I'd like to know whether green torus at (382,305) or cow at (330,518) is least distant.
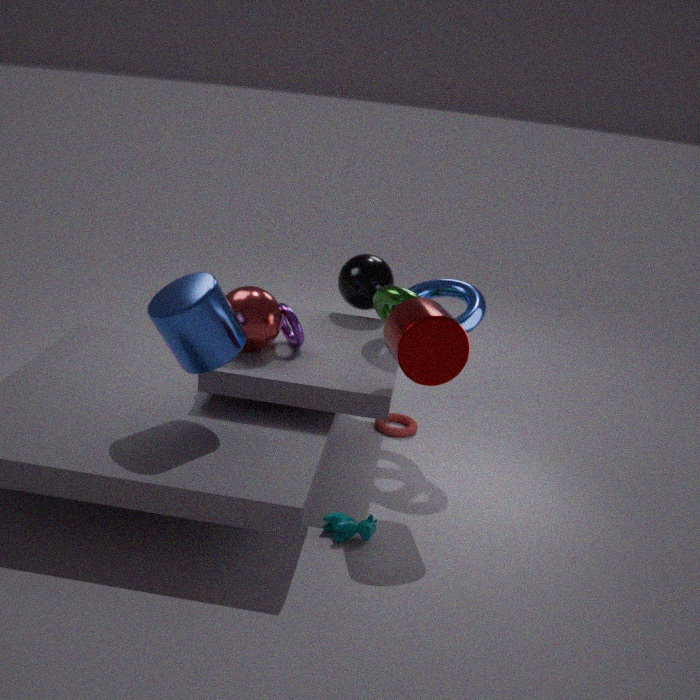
cow at (330,518)
